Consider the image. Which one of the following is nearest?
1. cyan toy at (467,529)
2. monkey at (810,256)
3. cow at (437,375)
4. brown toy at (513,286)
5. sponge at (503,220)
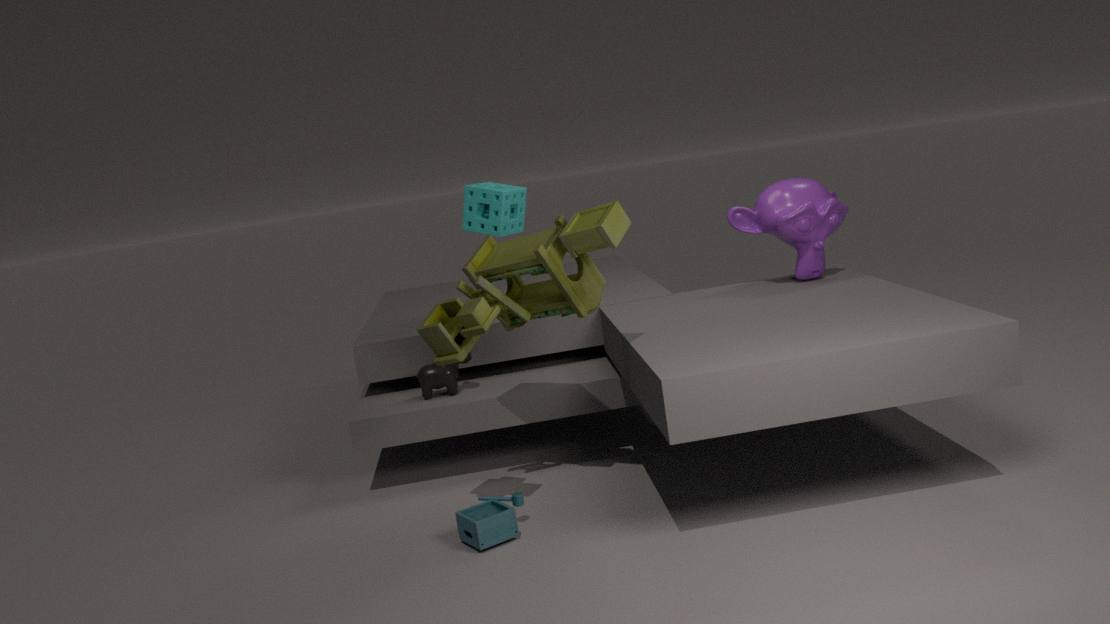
brown toy at (513,286)
